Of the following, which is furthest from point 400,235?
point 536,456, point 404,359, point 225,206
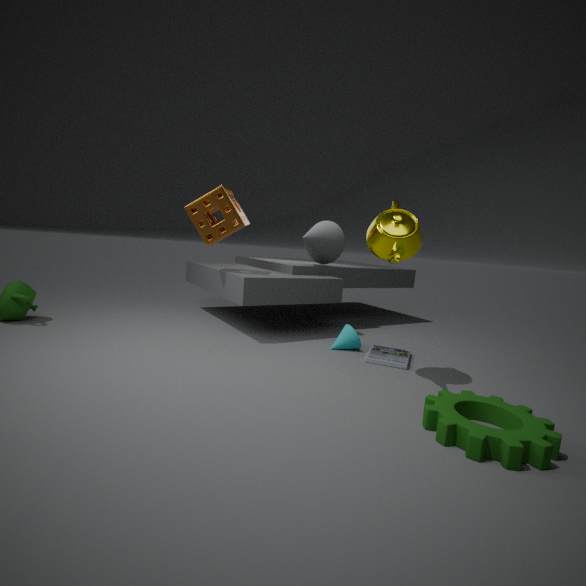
point 225,206
